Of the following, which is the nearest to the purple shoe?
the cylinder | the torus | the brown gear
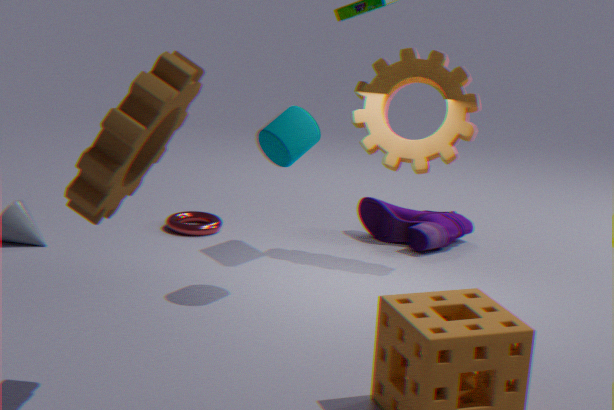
the torus
